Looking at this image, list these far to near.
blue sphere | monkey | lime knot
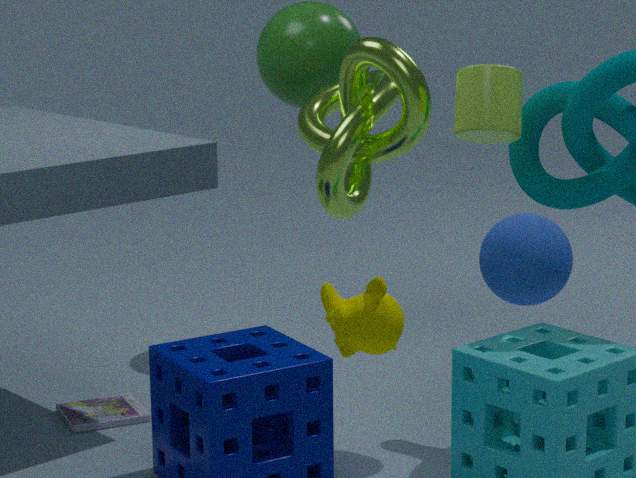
1. lime knot
2. monkey
3. blue sphere
